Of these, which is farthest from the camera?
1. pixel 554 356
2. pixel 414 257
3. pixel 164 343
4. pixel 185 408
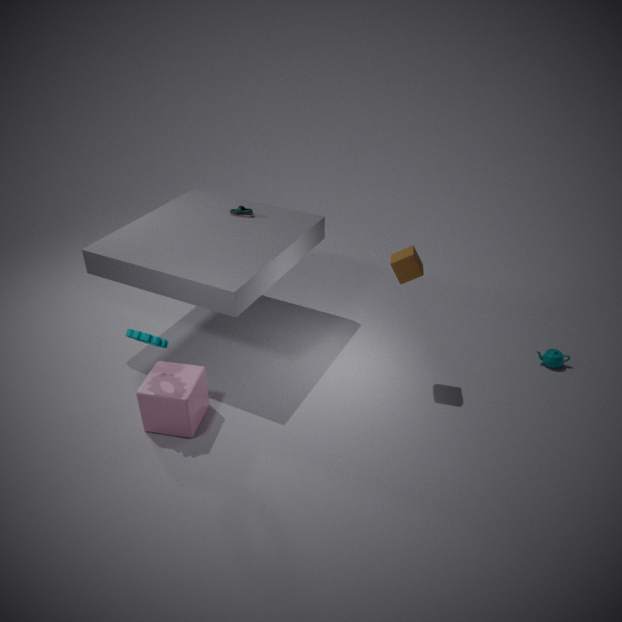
pixel 554 356
